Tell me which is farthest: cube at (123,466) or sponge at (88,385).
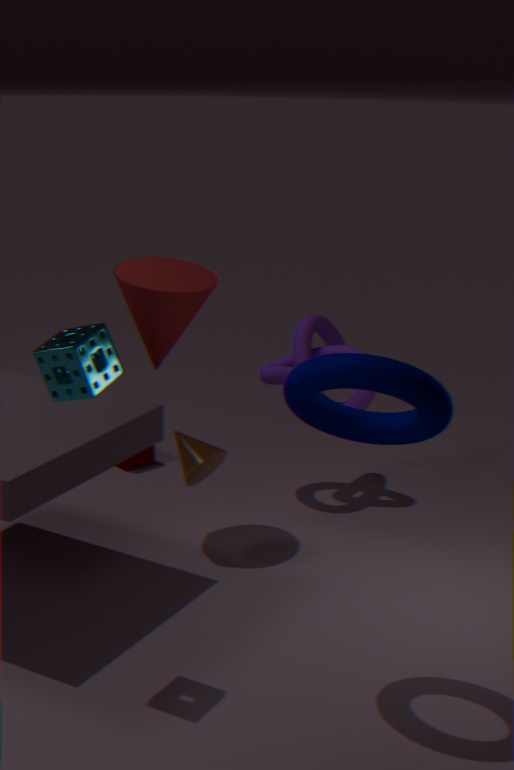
cube at (123,466)
